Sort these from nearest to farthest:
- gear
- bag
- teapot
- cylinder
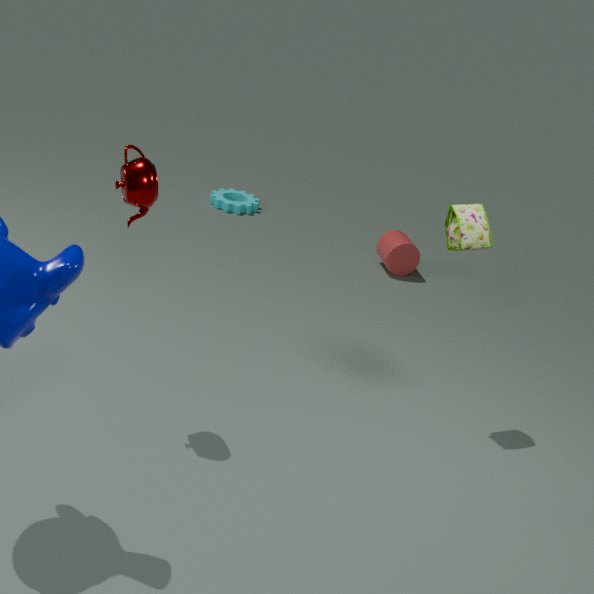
1. teapot
2. bag
3. cylinder
4. gear
